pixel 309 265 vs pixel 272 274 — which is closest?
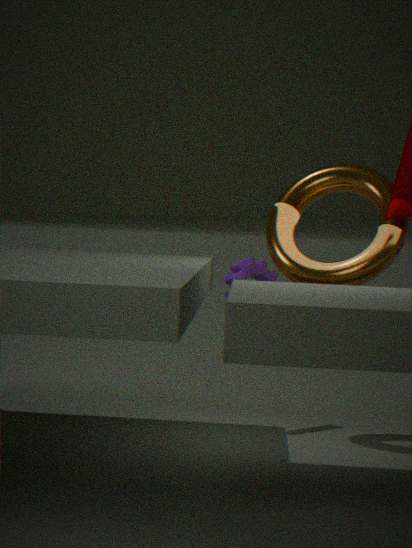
pixel 309 265
